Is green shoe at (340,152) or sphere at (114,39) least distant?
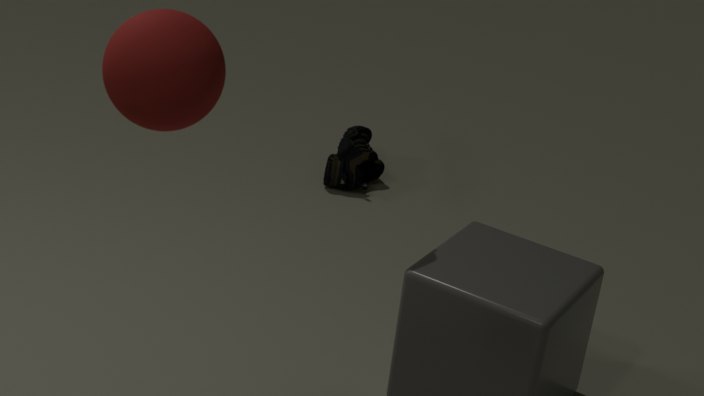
sphere at (114,39)
